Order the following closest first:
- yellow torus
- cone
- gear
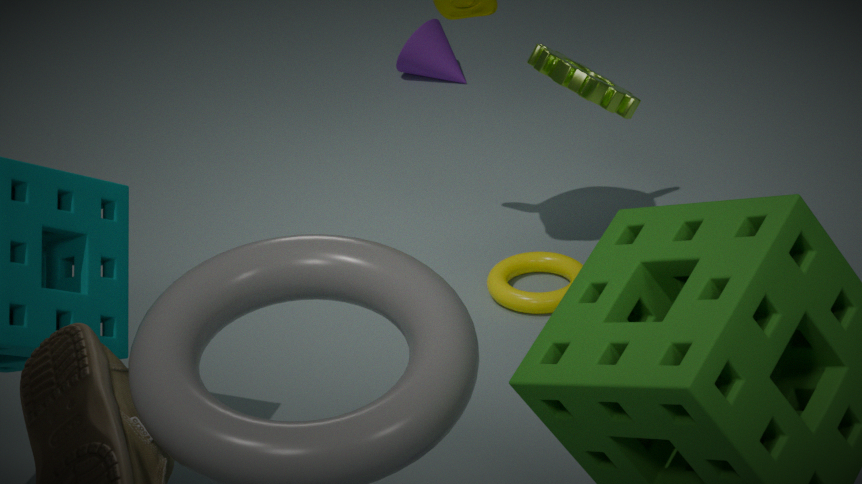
gear → yellow torus → cone
